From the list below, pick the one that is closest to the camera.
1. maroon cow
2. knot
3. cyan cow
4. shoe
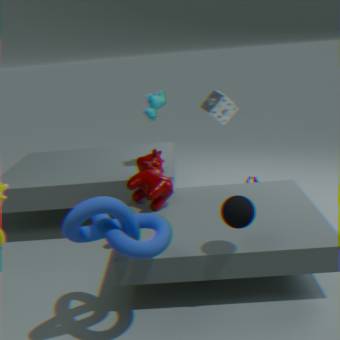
knot
